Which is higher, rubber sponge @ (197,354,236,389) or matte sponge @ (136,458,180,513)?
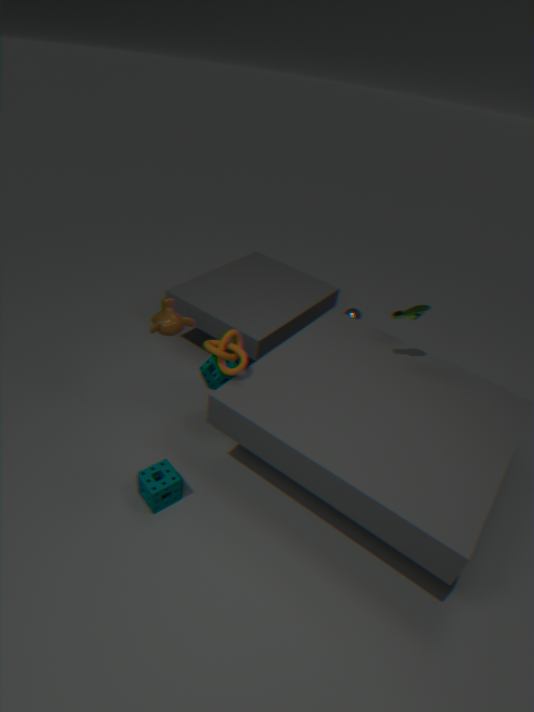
rubber sponge @ (197,354,236,389)
